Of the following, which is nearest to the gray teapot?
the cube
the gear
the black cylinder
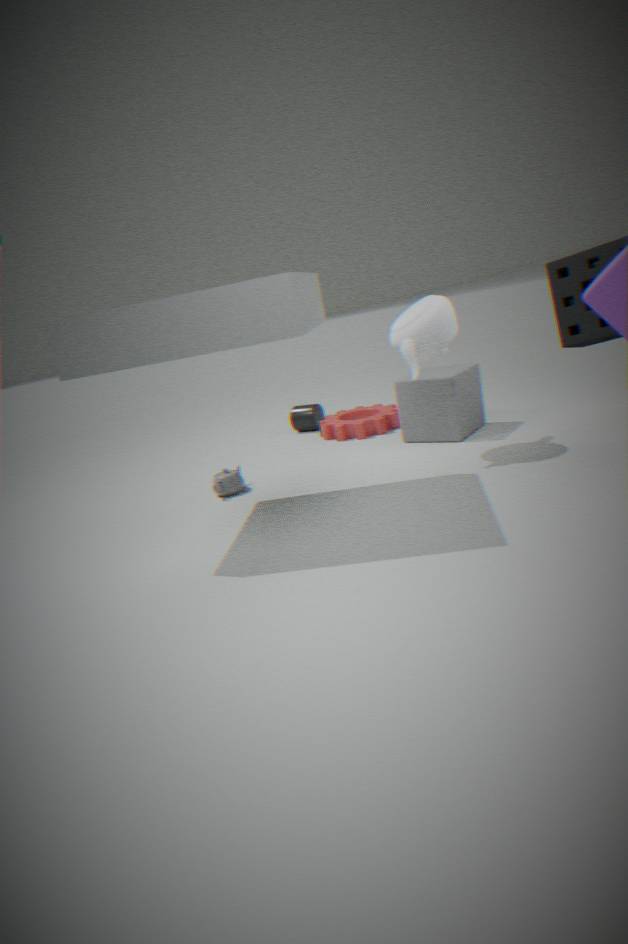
the gear
